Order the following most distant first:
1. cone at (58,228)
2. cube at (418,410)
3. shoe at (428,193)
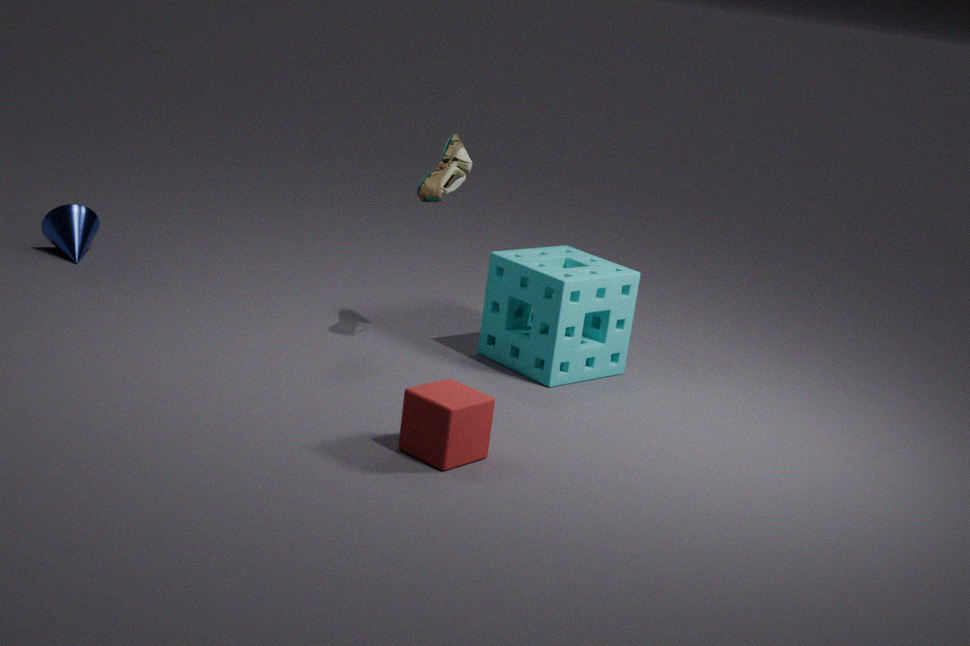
cone at (58,228), shoe at (428,193), cube at (418,410)
